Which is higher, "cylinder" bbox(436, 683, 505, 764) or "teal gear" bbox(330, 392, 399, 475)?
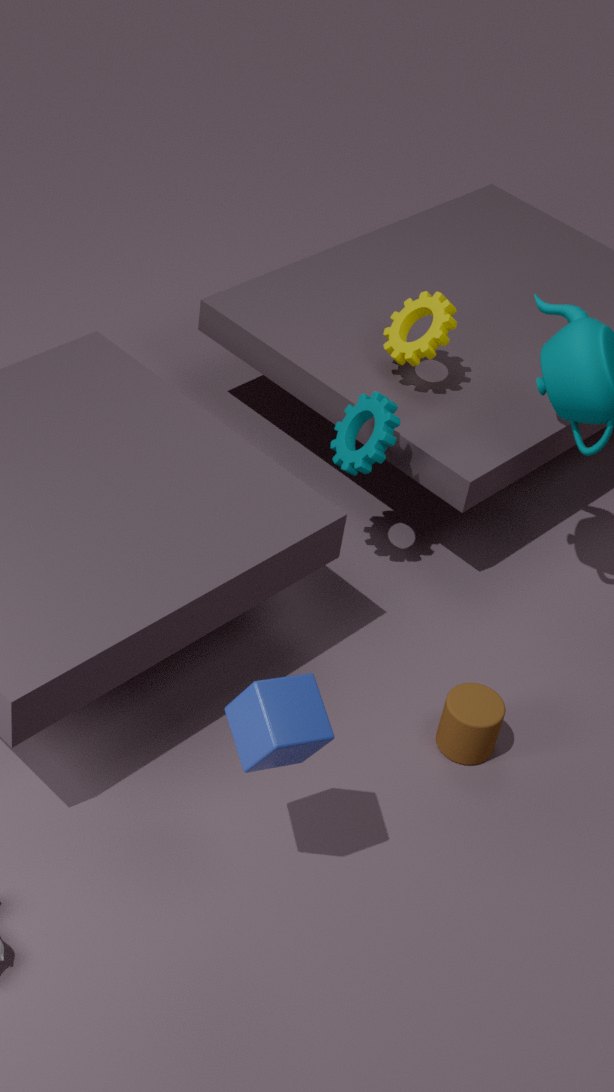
"teal gear" bbox(330, 392, 399, 475)
